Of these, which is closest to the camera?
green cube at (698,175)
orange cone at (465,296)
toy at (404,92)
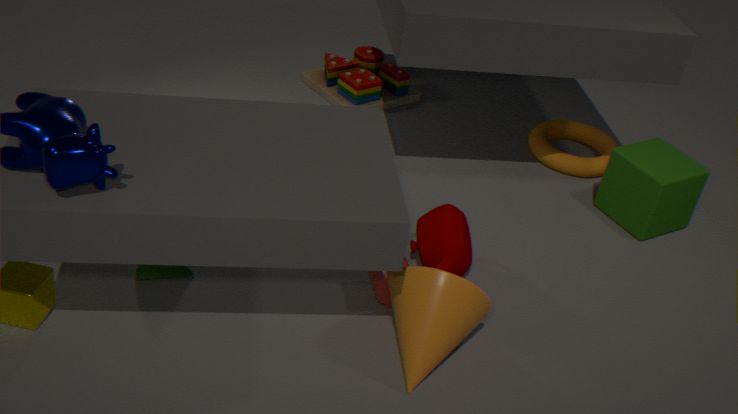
orange cone at (465,296)
